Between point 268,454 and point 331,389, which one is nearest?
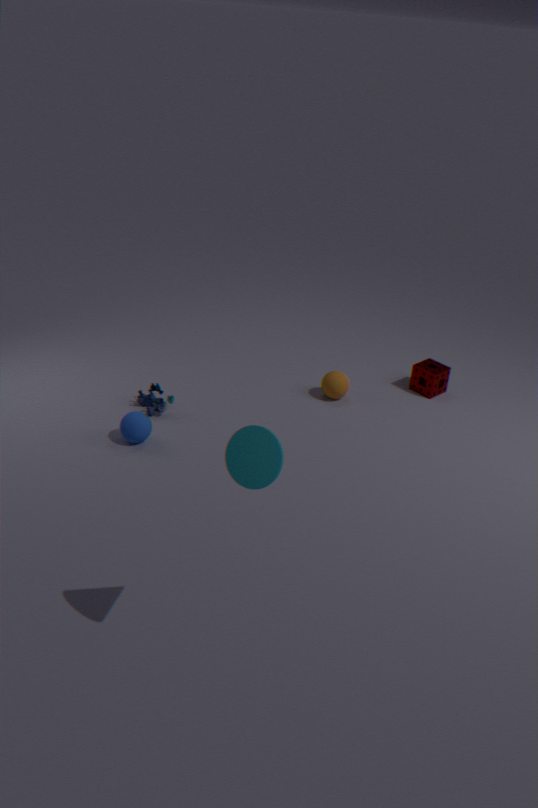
point 268,454
